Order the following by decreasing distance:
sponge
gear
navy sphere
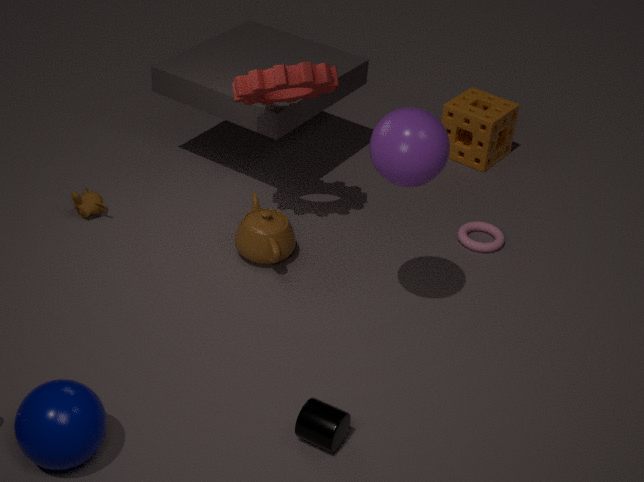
sponge, gear, navy sphere
